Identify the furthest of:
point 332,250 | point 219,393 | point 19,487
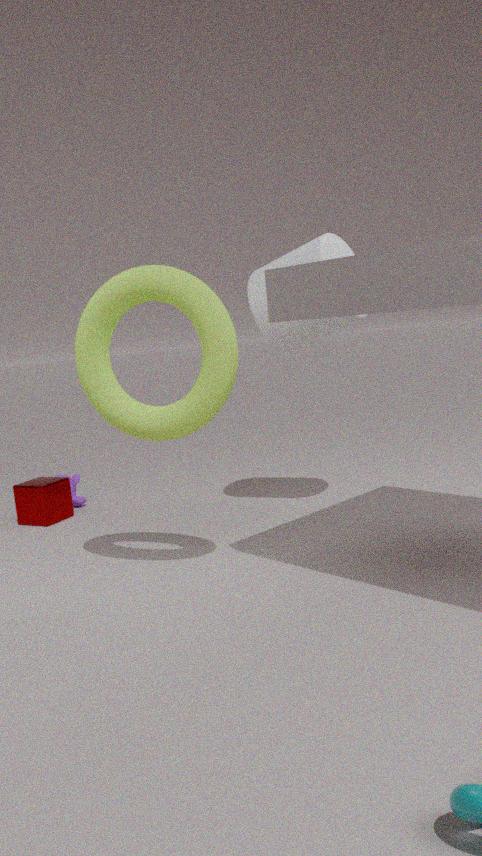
point 19,487
